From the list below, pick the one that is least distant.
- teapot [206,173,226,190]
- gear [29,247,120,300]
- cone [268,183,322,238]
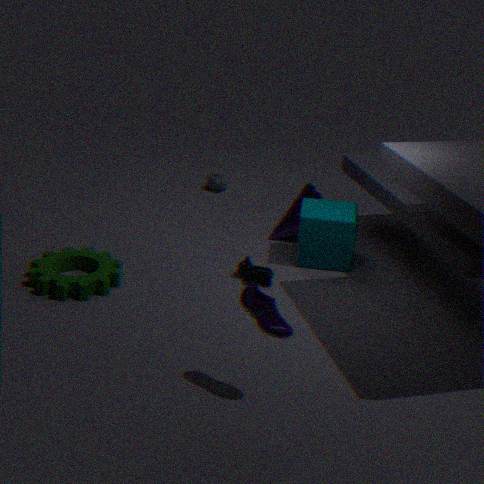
gear [29,247,120,300]
